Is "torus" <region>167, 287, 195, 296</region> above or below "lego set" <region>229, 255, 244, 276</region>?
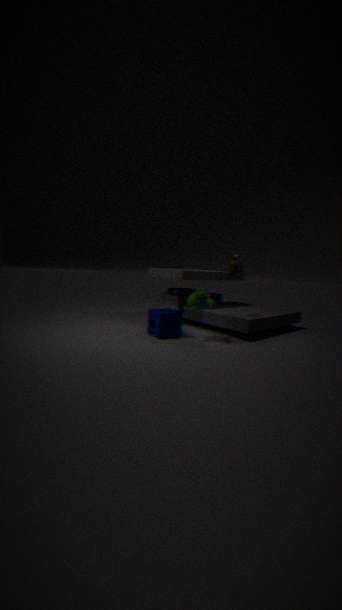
below
